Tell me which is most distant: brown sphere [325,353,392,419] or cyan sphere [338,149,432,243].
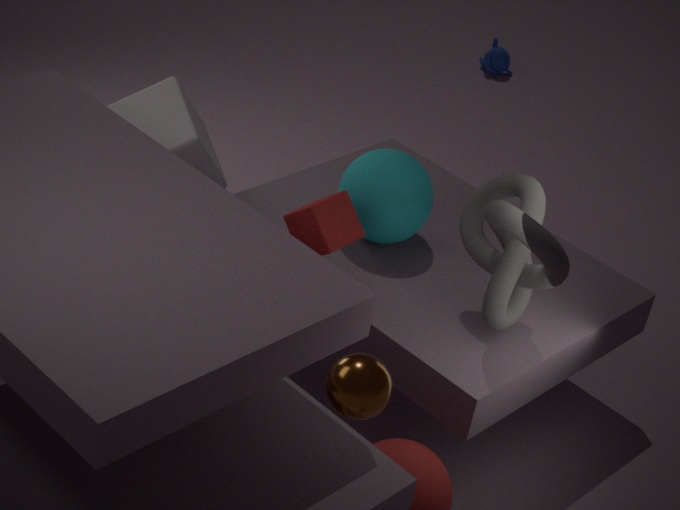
cyan sphere [338,149,432,243]
